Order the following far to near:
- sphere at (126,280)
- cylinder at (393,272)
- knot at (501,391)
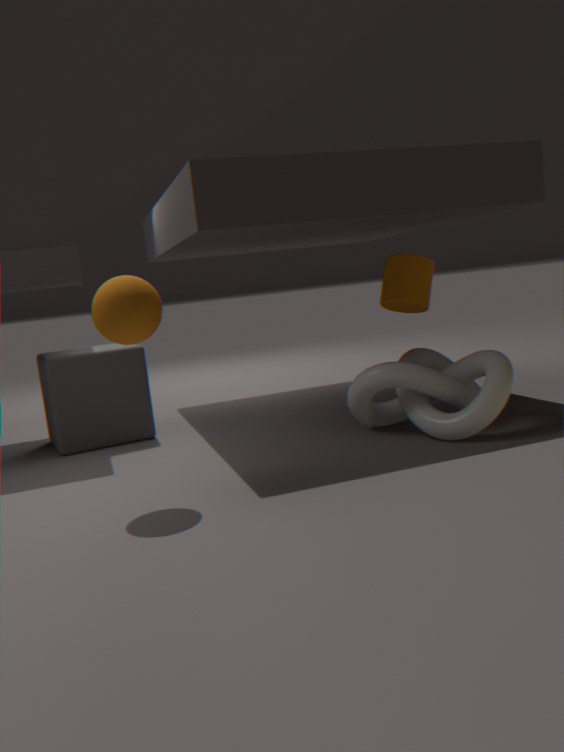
cylinder at (393,272) → knot at (501,391) → sphere at (126,280)
